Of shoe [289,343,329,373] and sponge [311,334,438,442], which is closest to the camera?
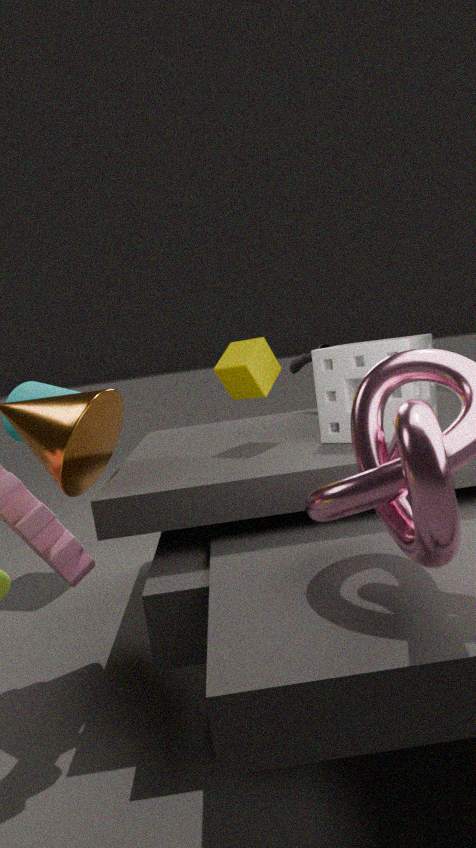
sponge [311,334,438,442]
